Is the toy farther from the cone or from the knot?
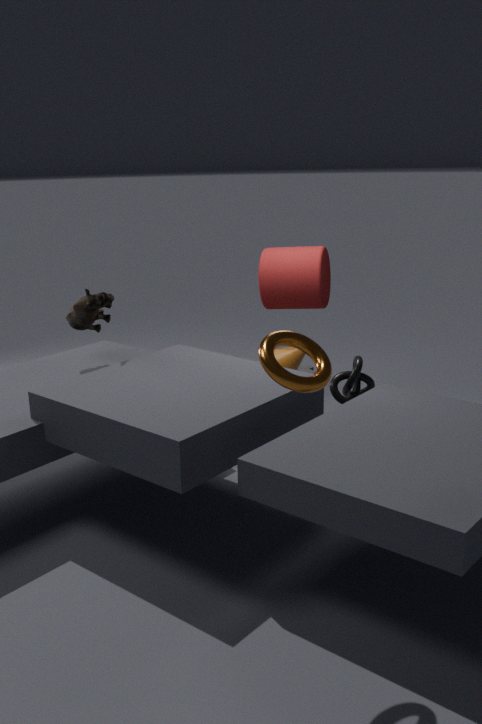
the knot
